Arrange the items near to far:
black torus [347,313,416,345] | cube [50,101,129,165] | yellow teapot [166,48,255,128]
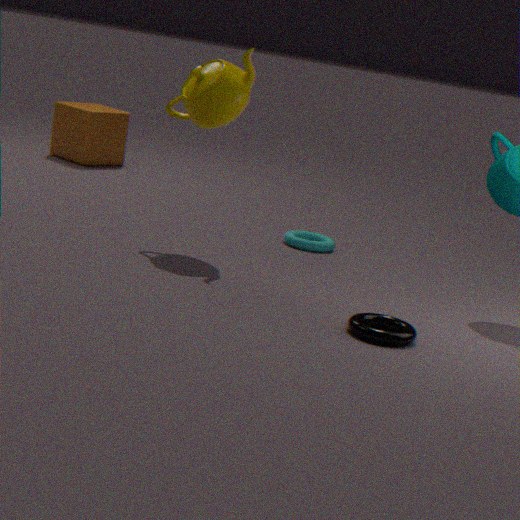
black torus [347,313,416,345] < yellow teapot [166,48,255,128] < cube [50,101,129,165]
